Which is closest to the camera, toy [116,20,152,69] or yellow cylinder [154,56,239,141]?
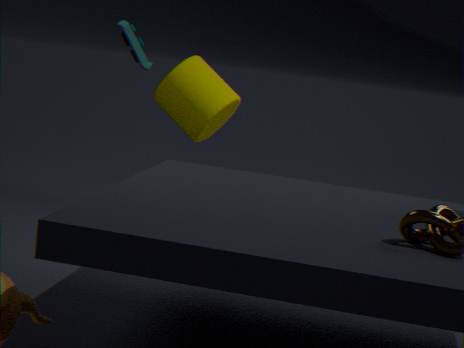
toy [116,20,152,69]
